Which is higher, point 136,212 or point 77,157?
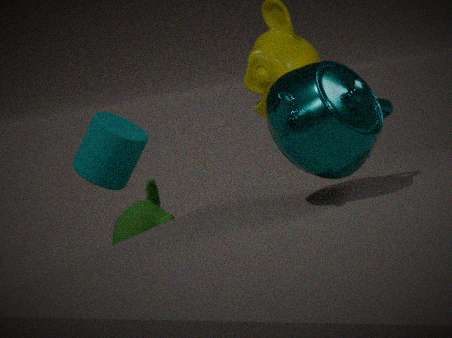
point 77,157
